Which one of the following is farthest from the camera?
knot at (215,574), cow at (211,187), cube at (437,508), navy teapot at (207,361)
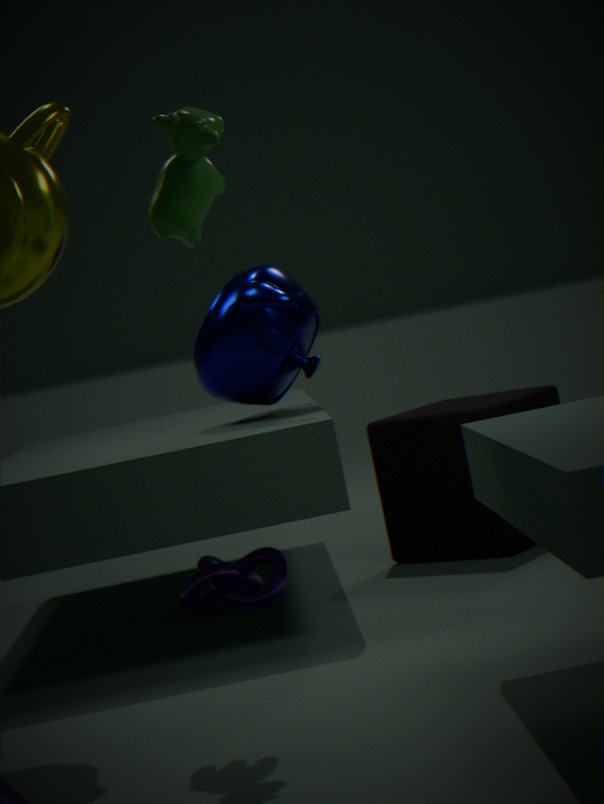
cube at (437,508)
